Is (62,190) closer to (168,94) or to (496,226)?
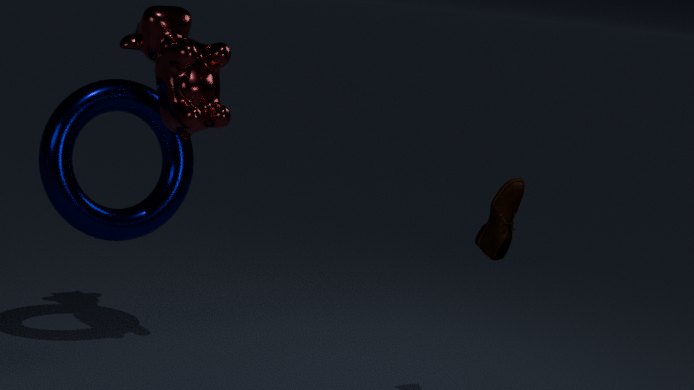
(168,94)
